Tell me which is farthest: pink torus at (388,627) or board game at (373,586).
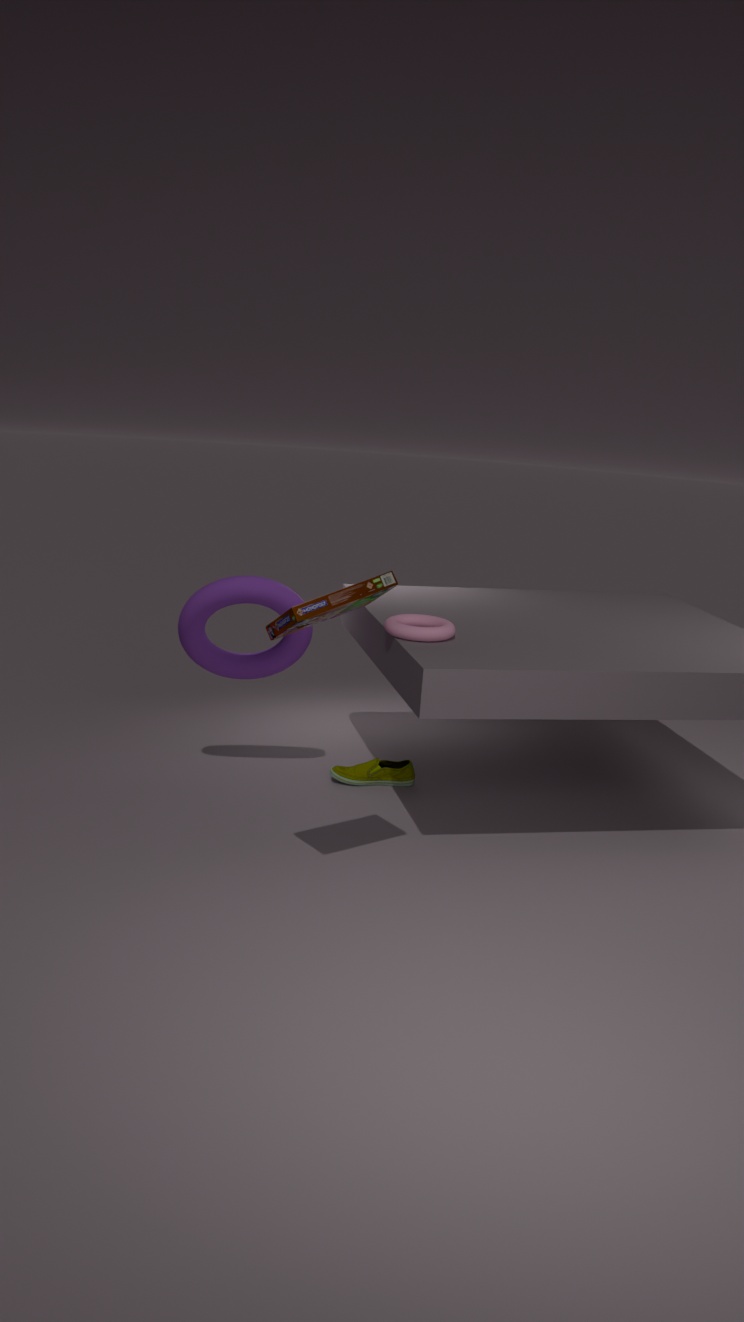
pink torus at (388,627)
